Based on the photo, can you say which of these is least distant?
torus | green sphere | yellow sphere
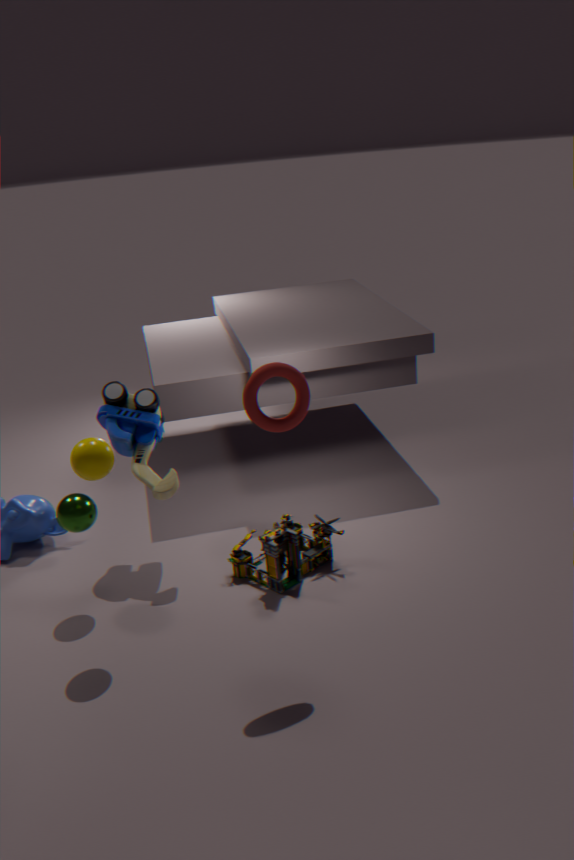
torus
